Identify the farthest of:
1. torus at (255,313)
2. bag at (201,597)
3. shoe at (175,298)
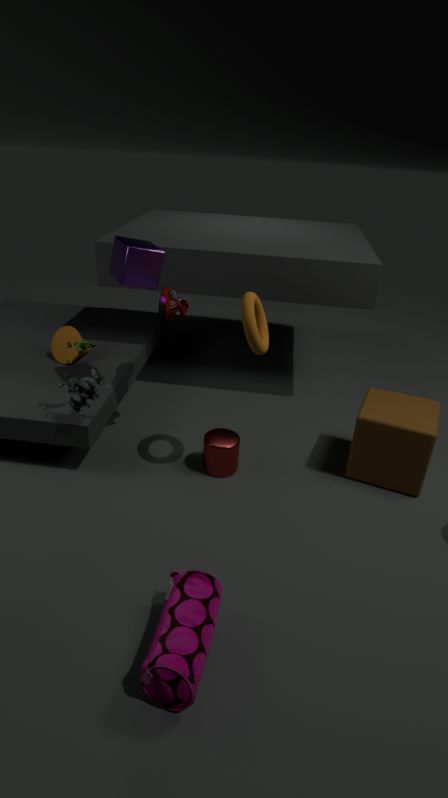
shoe at (175,298)
